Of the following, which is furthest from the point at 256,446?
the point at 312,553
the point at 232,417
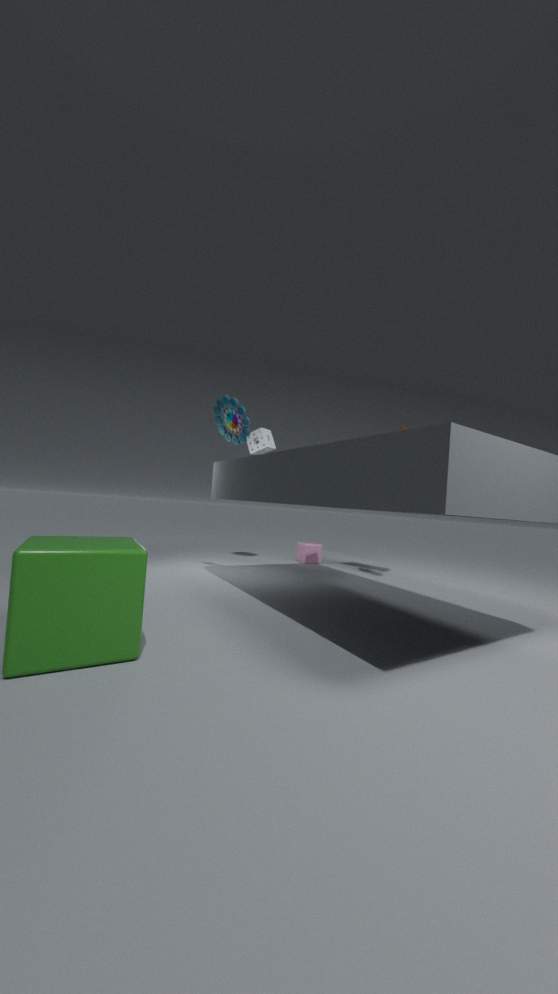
the point at 312,553
